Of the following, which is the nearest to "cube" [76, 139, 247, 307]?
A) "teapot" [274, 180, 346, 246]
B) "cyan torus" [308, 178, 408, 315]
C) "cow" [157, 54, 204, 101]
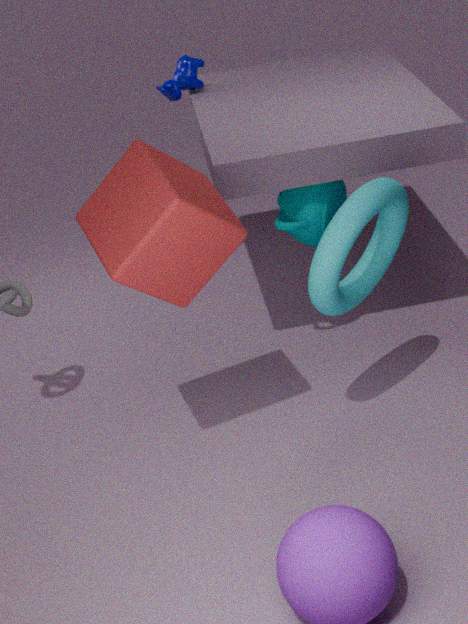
"cyan torus" [308, 178, 408, 315]
